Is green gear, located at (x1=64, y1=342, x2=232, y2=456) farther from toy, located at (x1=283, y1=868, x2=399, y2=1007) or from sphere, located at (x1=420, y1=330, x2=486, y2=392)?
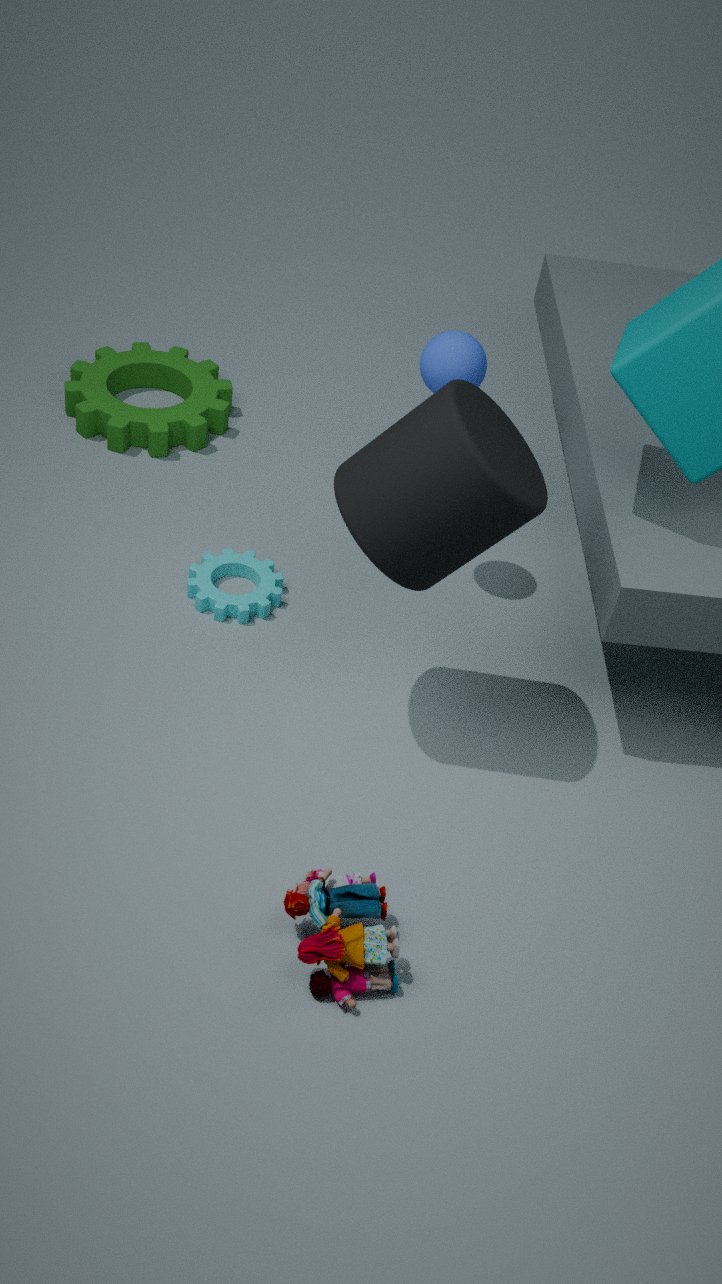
toy, located at (x1=283, y1=868, x2=399, y2=1007)
